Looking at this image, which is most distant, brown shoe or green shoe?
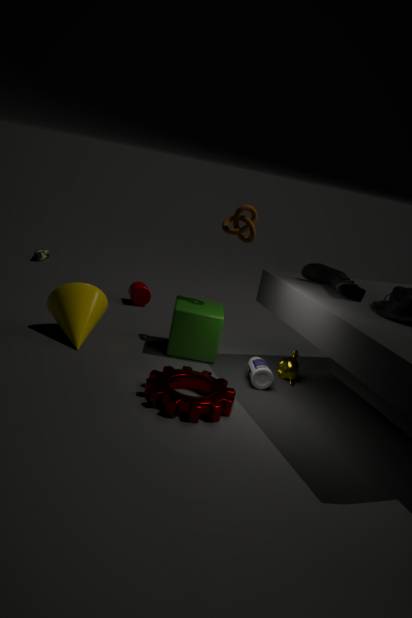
brown shoe
